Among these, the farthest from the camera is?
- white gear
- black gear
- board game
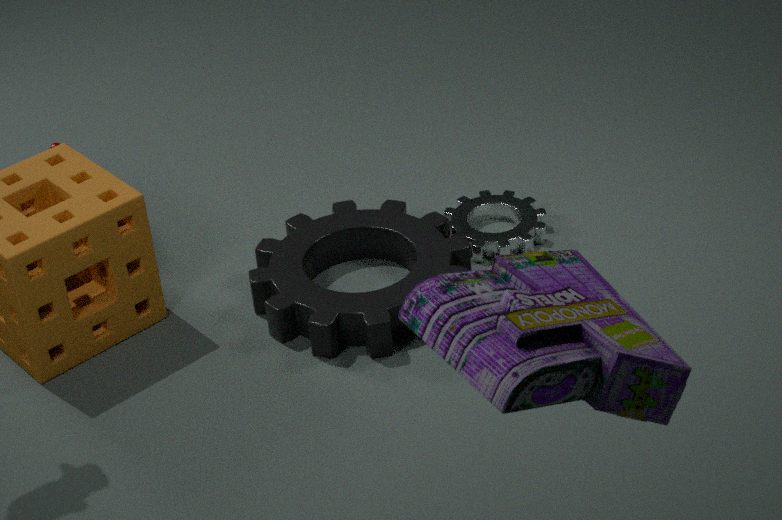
white gear
